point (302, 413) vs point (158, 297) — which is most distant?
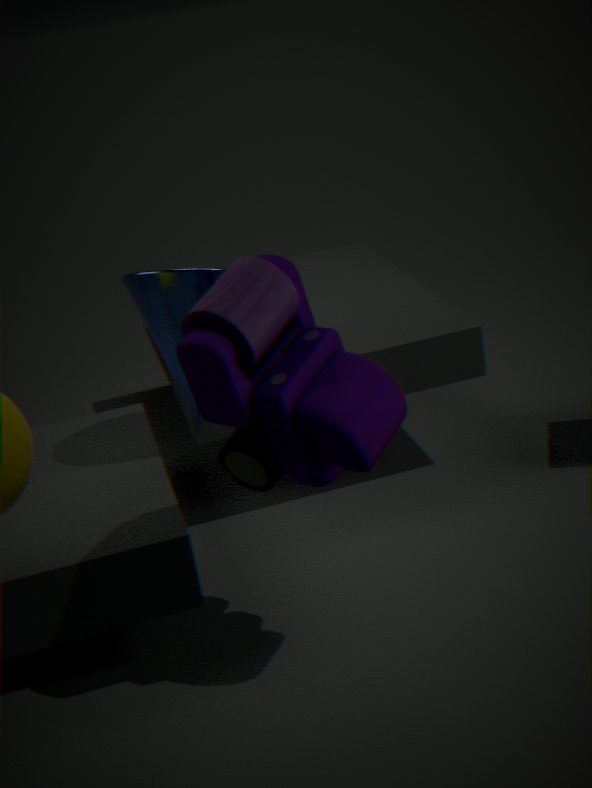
point (158, 297)
